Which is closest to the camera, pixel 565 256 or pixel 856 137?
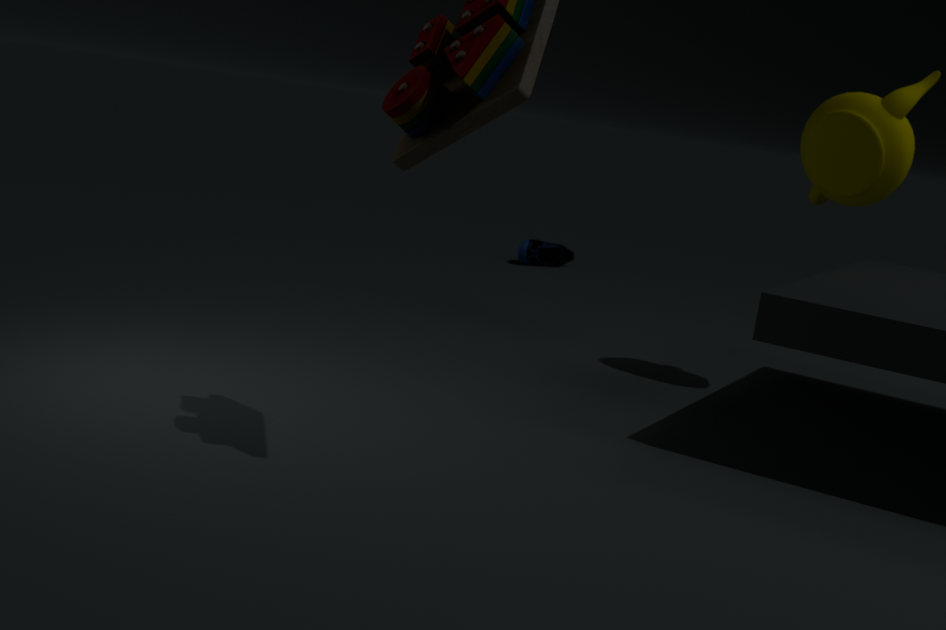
pixel 856 137
